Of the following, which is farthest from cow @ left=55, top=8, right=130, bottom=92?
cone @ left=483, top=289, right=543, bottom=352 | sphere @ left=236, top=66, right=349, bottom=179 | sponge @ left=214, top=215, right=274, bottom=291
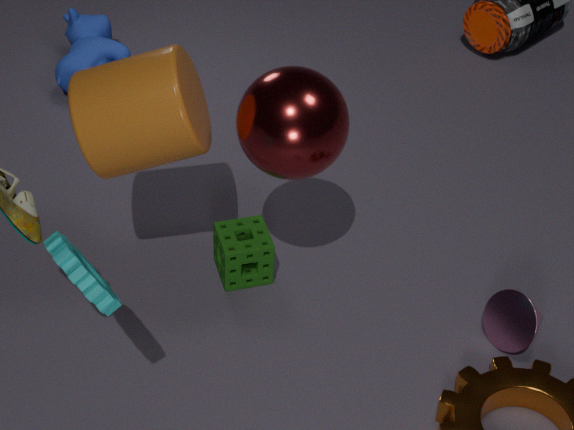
cone @ left=483, top=289, right=543, bottom=352
